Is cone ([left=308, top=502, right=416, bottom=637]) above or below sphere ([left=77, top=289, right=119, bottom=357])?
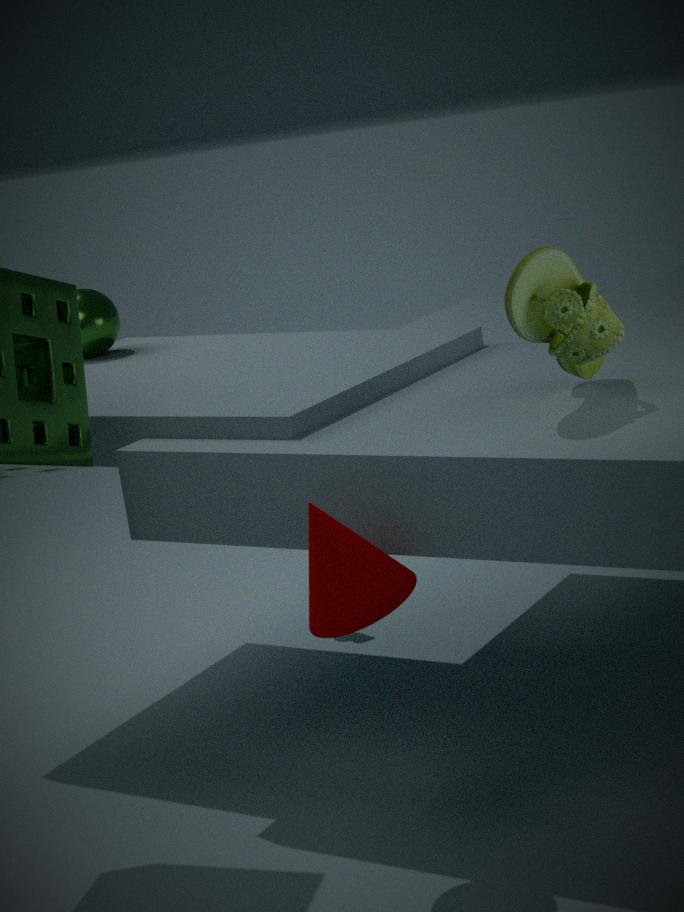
below
